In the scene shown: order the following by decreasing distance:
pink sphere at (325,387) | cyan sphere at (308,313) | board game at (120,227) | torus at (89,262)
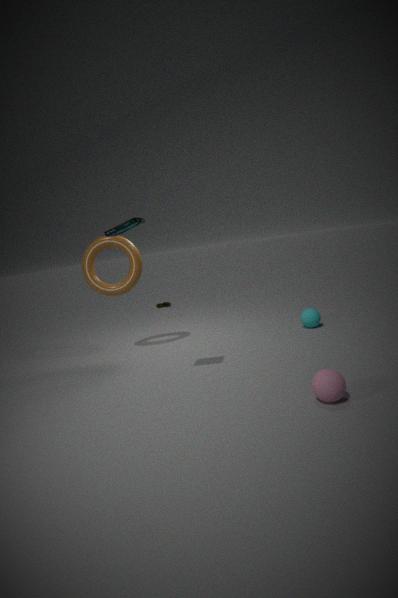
cyan sphere at (308,313) → torus at (89,262) → board game at (120,227) → pink sphere at (325,387)
